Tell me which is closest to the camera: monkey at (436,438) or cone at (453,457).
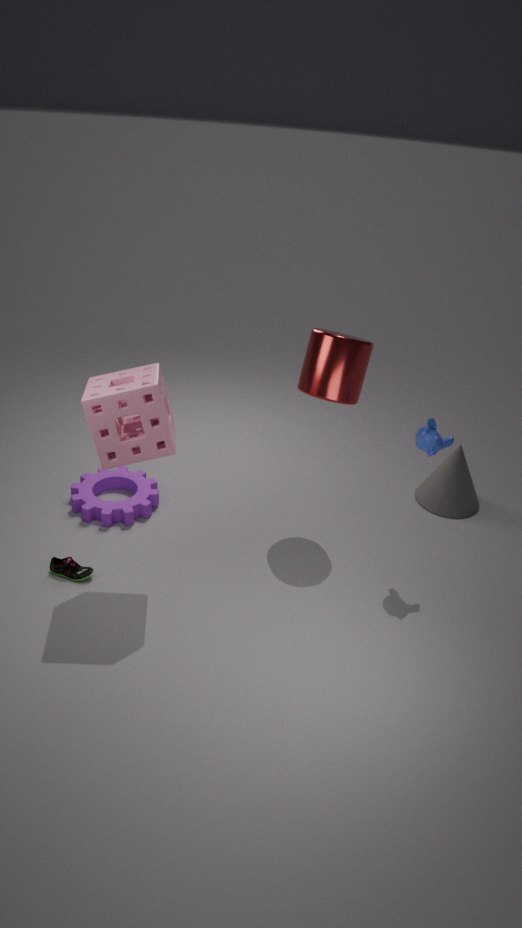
monkey at (436,438)
